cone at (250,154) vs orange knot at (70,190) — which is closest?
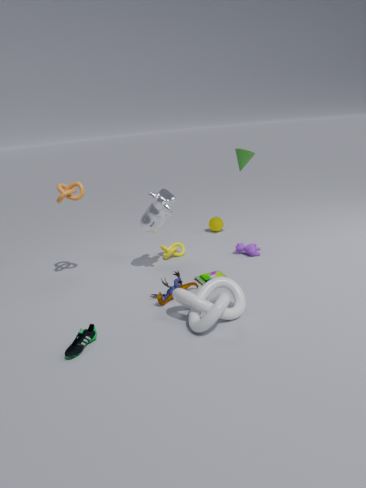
orange knot at (70,190)
